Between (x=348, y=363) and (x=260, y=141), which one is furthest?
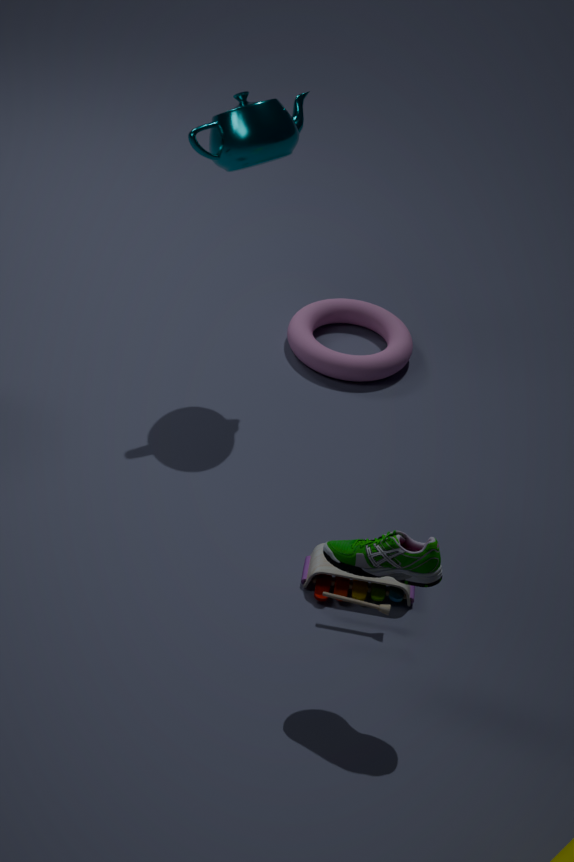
(x=348, y=363)
